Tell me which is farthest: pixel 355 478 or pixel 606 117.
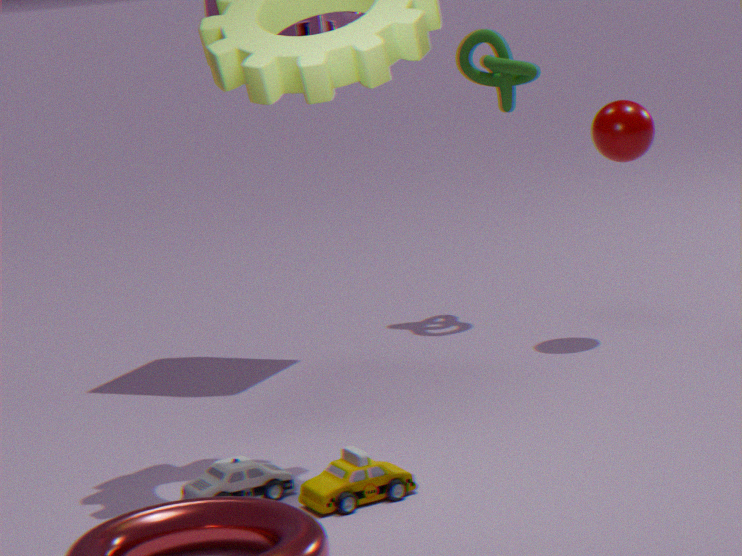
pixel 606 117
